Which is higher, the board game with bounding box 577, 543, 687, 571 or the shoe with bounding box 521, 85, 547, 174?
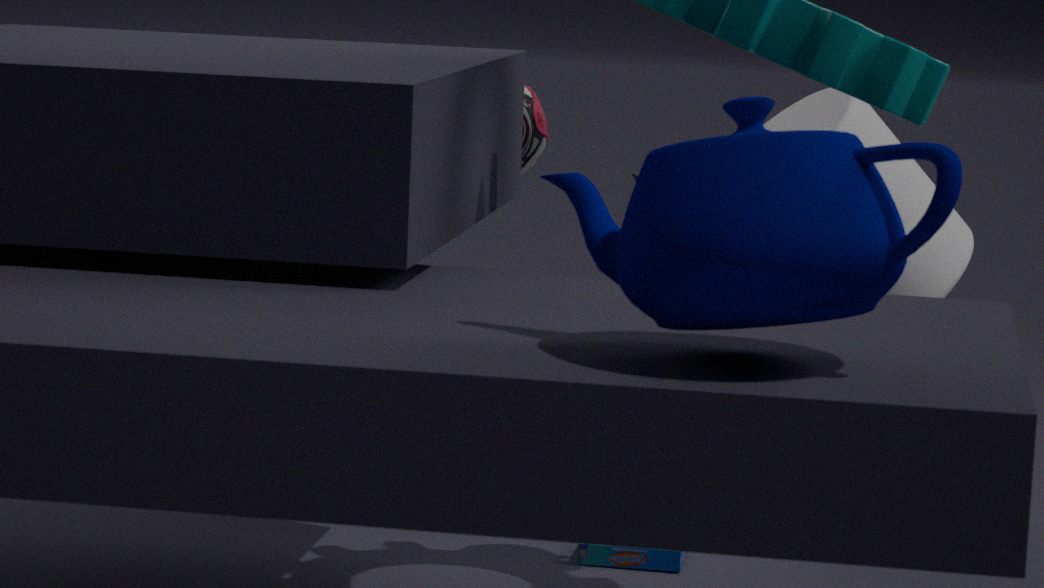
the shoe with bounding box 521, 85, 547, 174
